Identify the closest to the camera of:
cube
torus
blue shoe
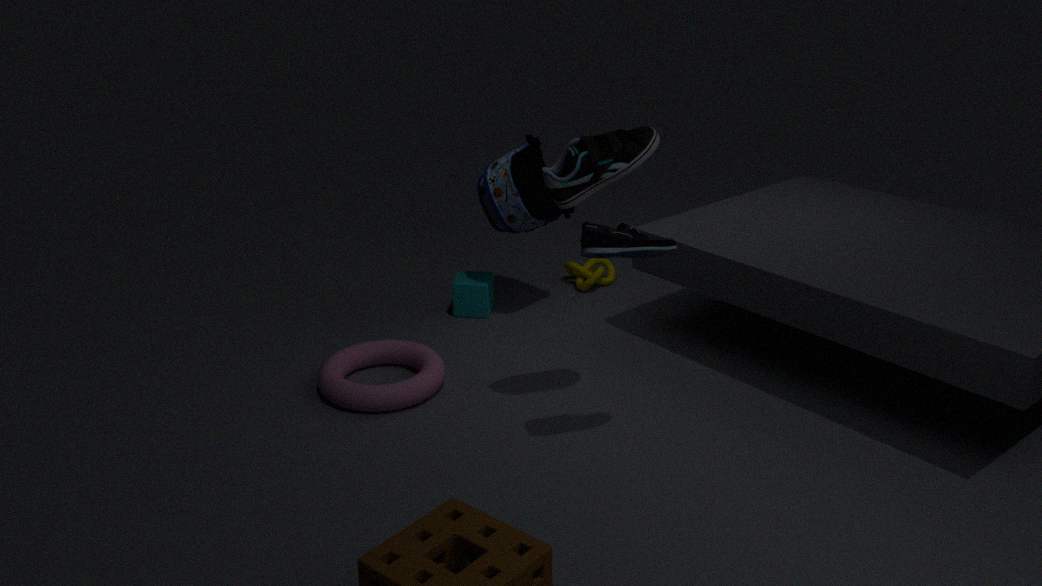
blue shoe
